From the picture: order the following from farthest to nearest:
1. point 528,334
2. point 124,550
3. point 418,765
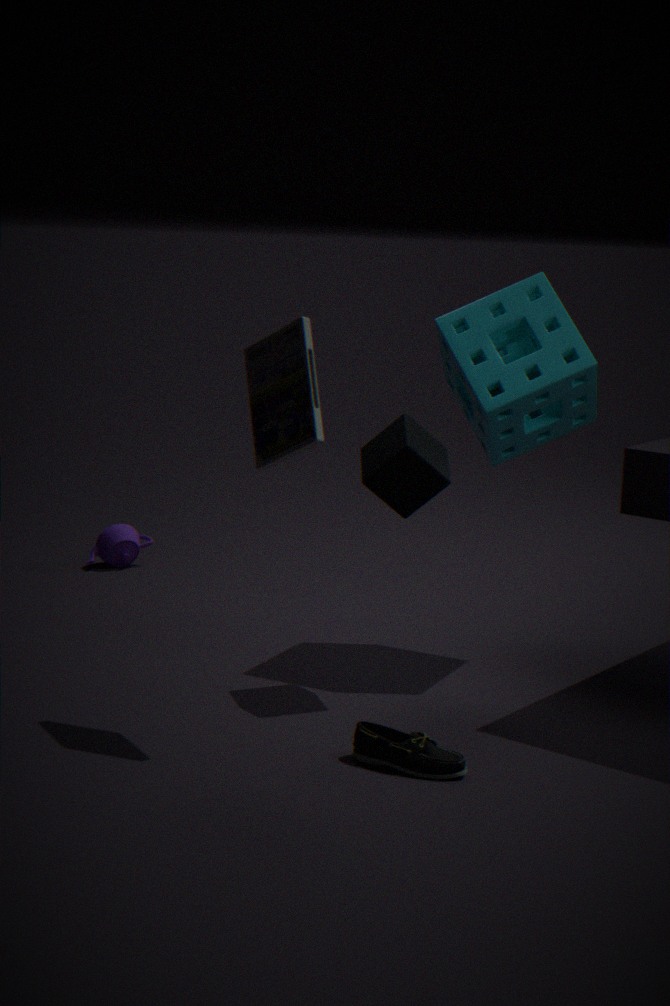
point 124,550, point 528,334, point 418,765
